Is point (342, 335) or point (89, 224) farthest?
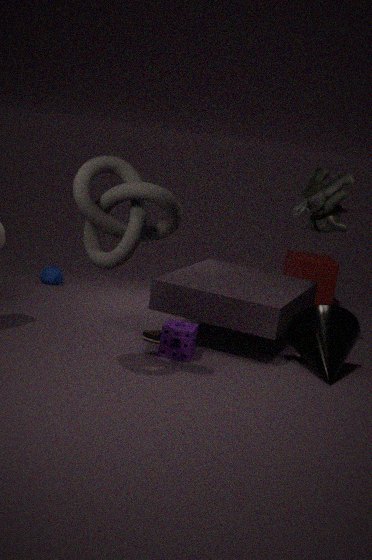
point (342, 335)
